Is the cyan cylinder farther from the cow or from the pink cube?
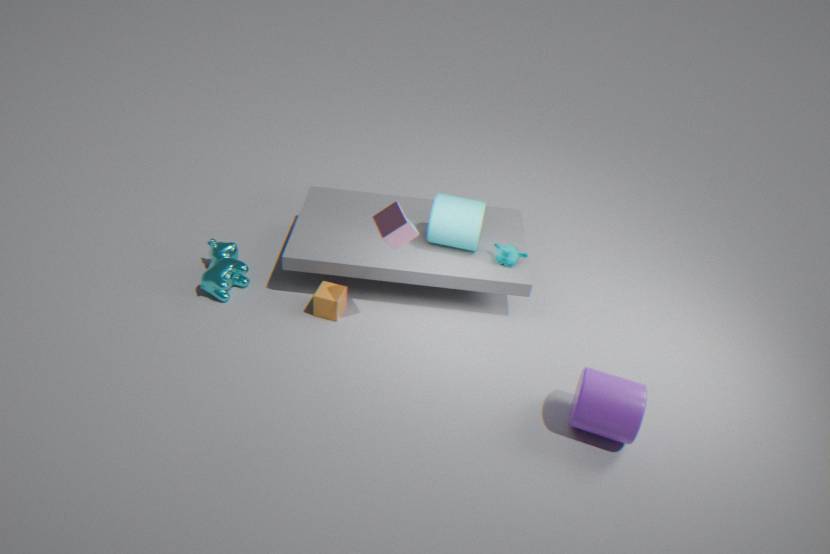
the cow
